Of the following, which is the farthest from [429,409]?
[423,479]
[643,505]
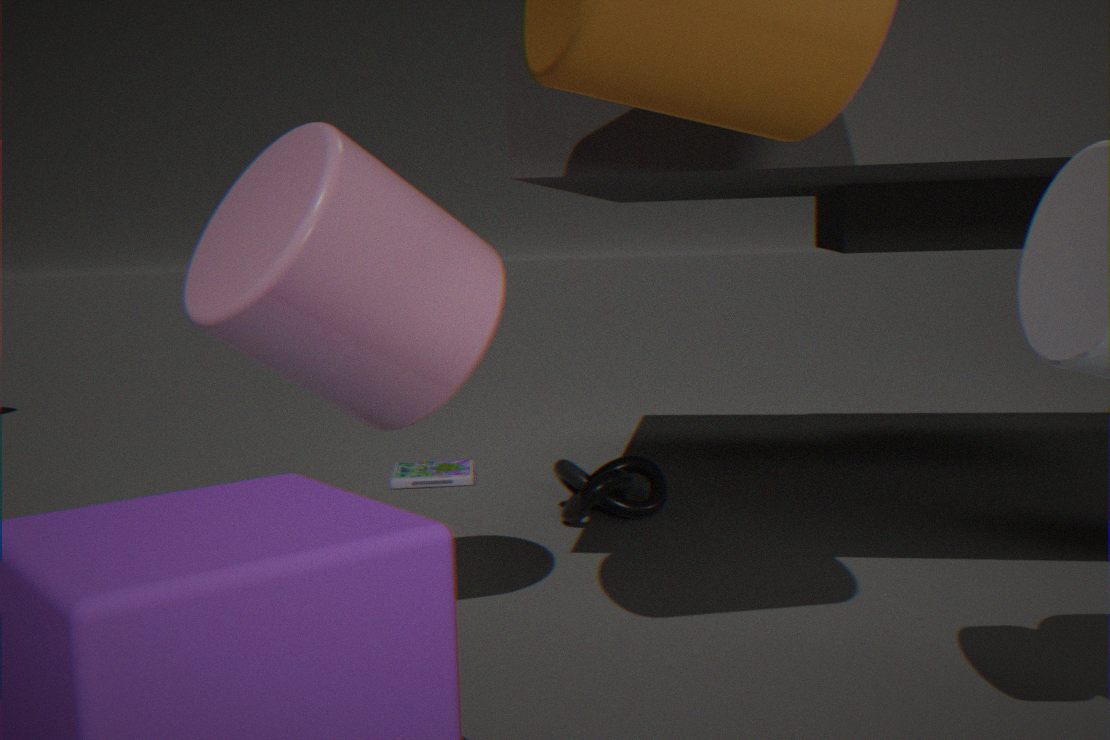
[423,479]
